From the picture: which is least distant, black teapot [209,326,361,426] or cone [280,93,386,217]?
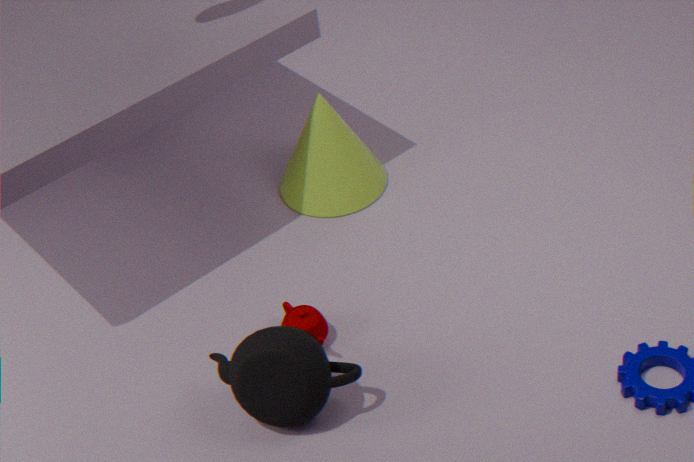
black teapot [209,326,361,426]
